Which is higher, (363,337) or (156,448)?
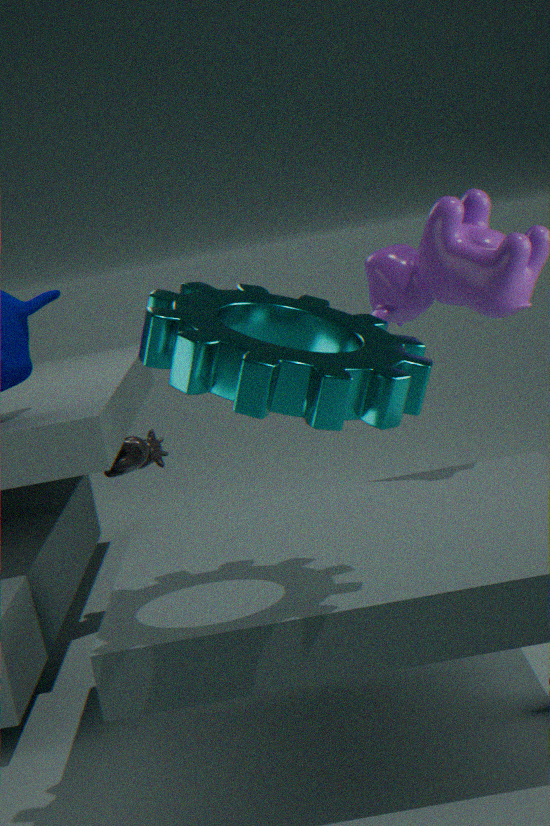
(363,337)
